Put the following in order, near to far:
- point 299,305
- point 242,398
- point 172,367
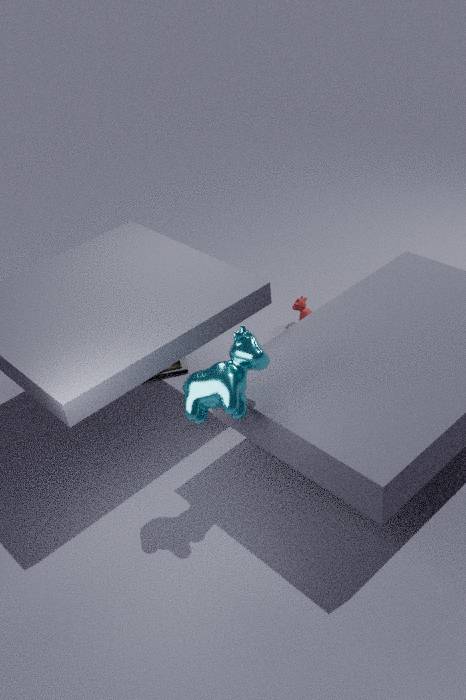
point 242,398, point 172,367, point 299,305
